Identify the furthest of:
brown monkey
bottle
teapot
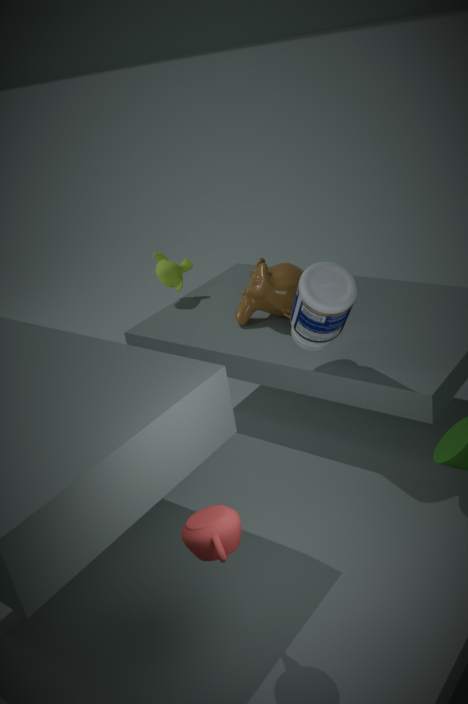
brown monkey
